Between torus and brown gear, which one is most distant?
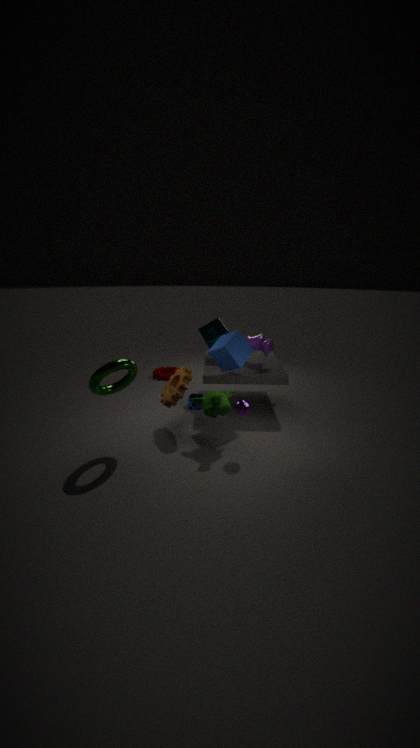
brown gear
